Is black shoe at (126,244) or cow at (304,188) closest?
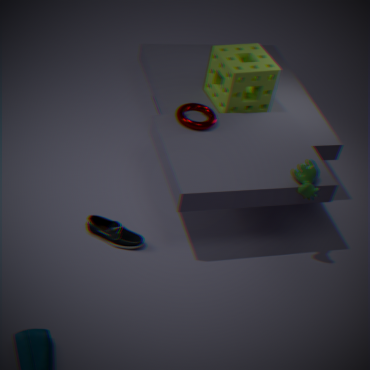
cow at (304,188)
